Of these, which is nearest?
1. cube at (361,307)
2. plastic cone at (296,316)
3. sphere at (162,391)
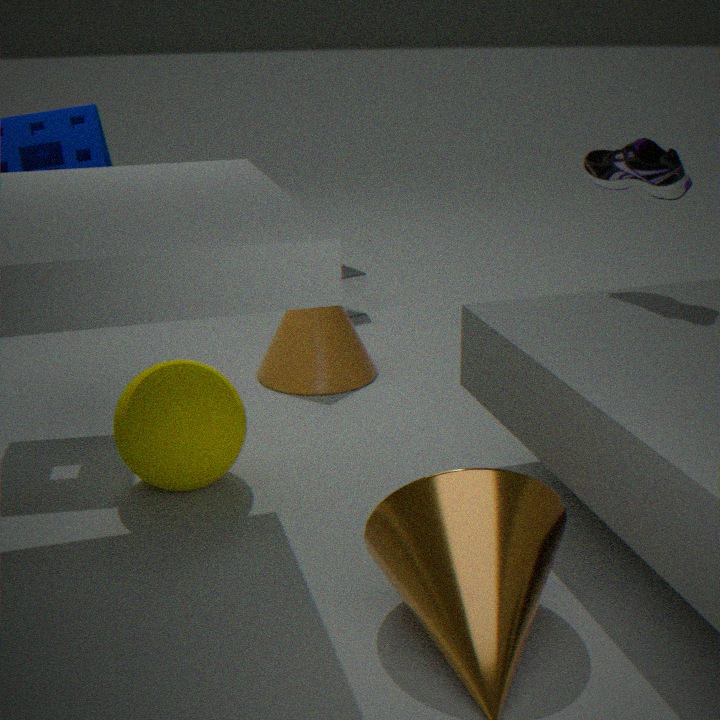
sphere at (162,391)
